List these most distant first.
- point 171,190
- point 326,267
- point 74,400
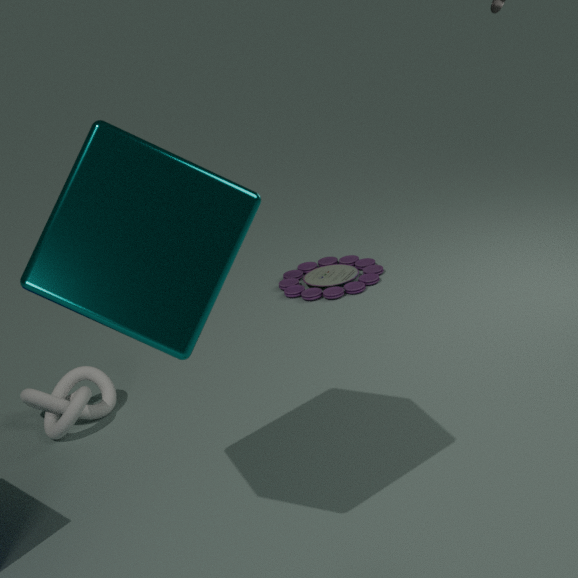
point 326,267
point 74,400
point 171,190
